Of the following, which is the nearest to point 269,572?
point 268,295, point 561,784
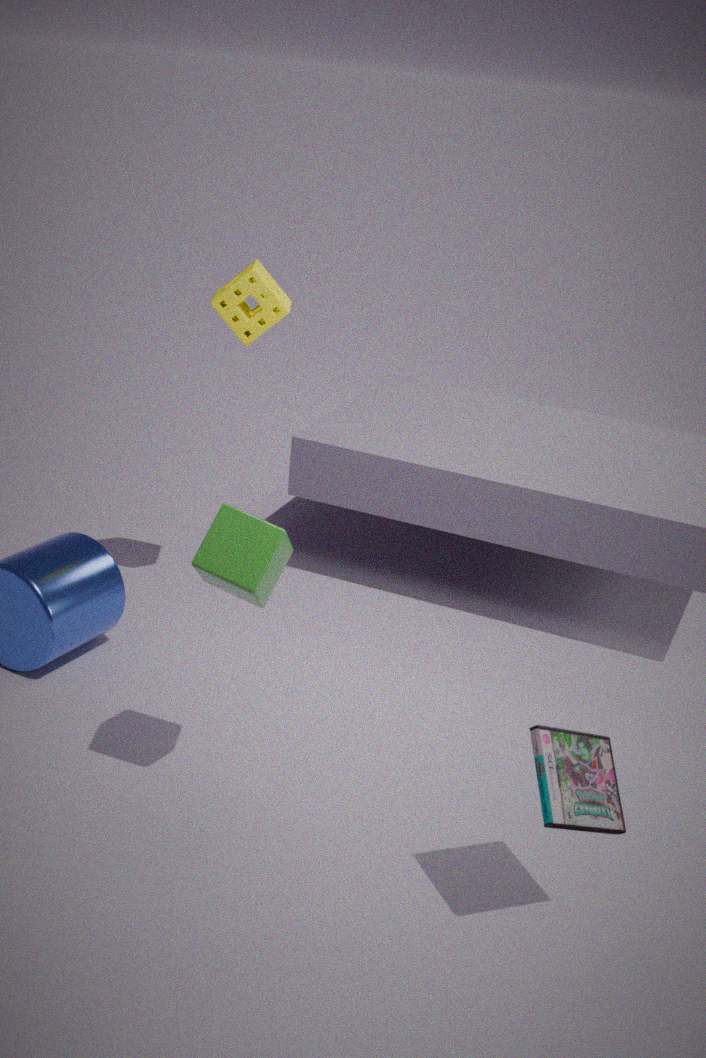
point 561,784
